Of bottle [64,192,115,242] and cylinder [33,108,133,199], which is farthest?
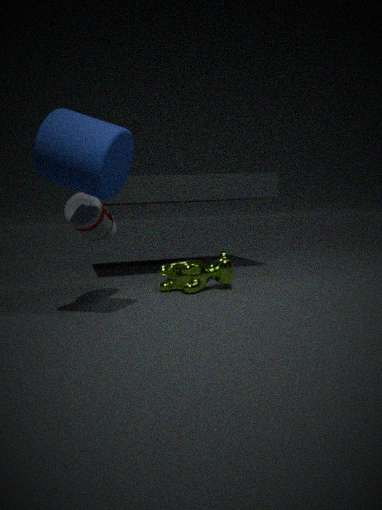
bottle [64,192,115,242]
